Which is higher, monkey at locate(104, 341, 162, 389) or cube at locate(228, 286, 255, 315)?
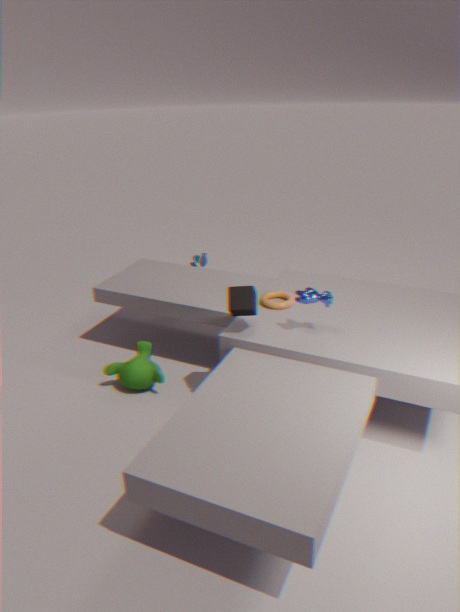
cube at locate(228, 286, 255, 315)
